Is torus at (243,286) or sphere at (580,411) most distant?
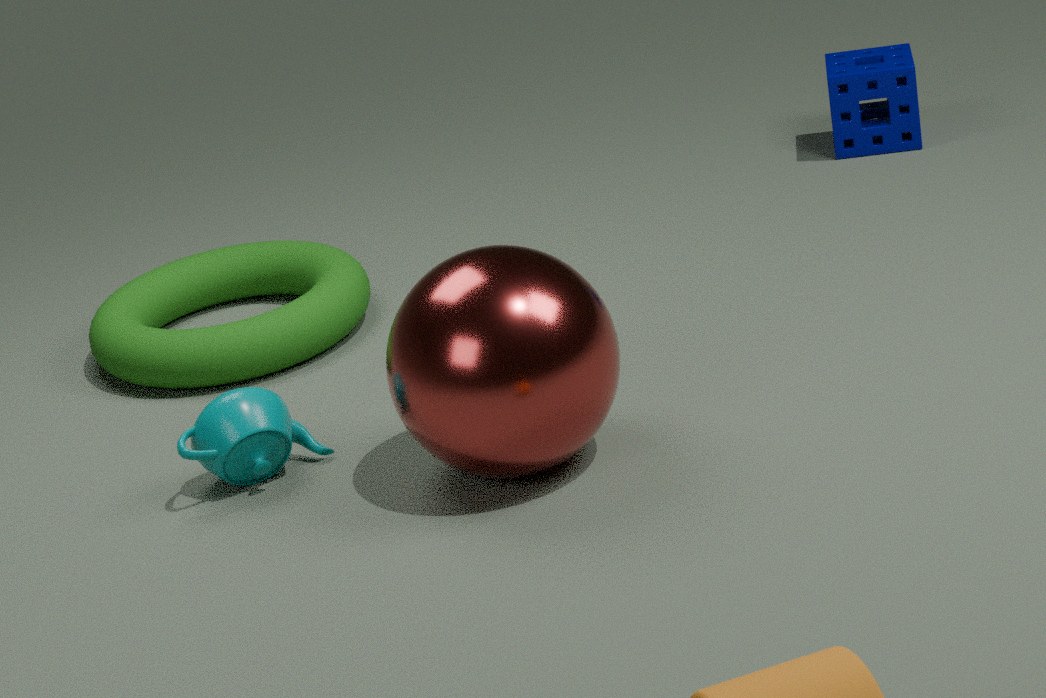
torus at (243,286)
